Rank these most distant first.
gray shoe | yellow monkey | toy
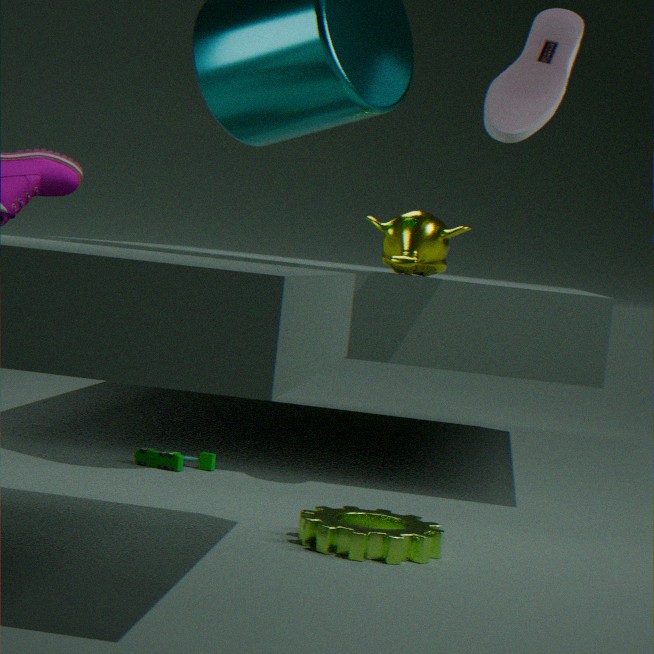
1. toy
2. yellow monkey
3. gray shoe
